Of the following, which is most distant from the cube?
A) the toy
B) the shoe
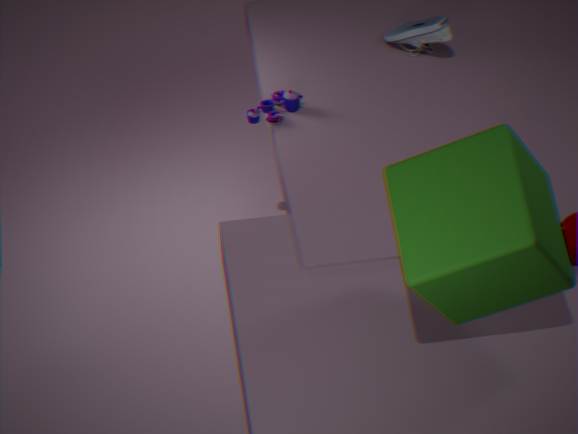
the shoe
